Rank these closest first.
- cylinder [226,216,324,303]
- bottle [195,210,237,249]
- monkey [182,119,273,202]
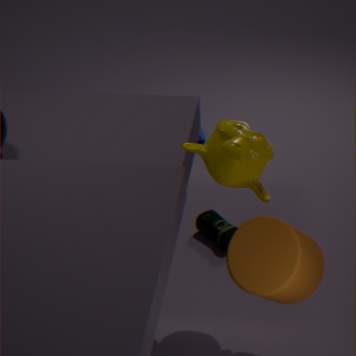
cylinder [226,216,324,303], monkey [182,119,273,202], bottle [195,210,237,249]
